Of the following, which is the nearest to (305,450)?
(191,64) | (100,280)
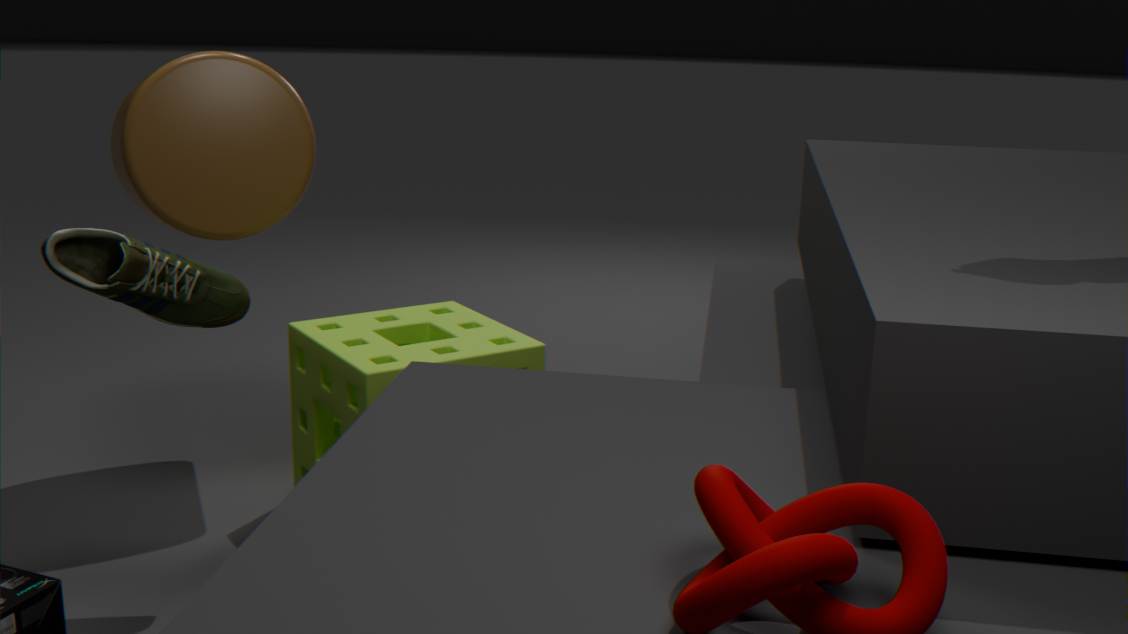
(100,280)
